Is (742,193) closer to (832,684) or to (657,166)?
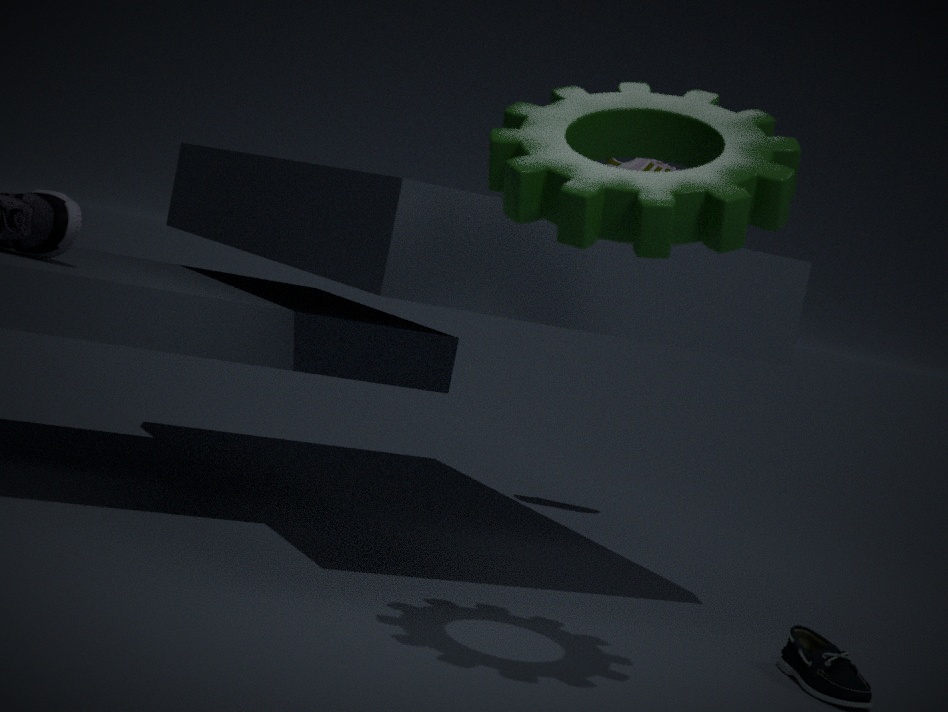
(832,684)
